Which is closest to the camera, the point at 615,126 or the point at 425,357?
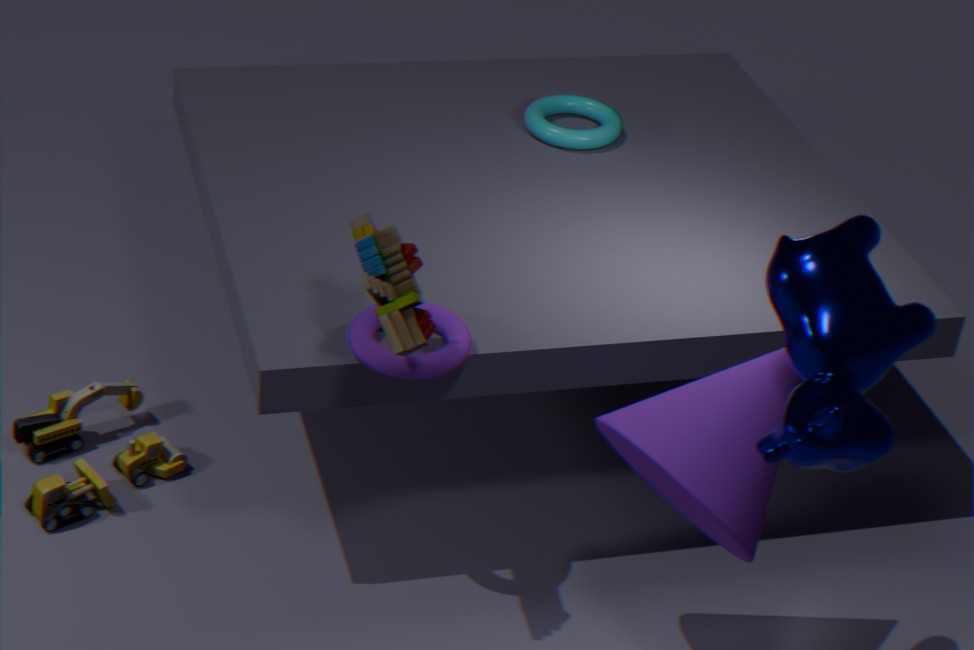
the point at 425,357
